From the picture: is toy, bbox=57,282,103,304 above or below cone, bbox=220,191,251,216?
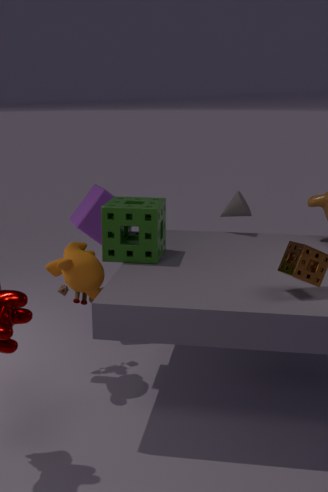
below
